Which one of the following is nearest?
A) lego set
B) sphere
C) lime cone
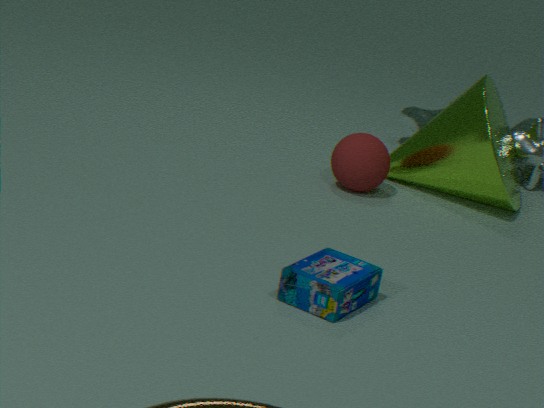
lego set
